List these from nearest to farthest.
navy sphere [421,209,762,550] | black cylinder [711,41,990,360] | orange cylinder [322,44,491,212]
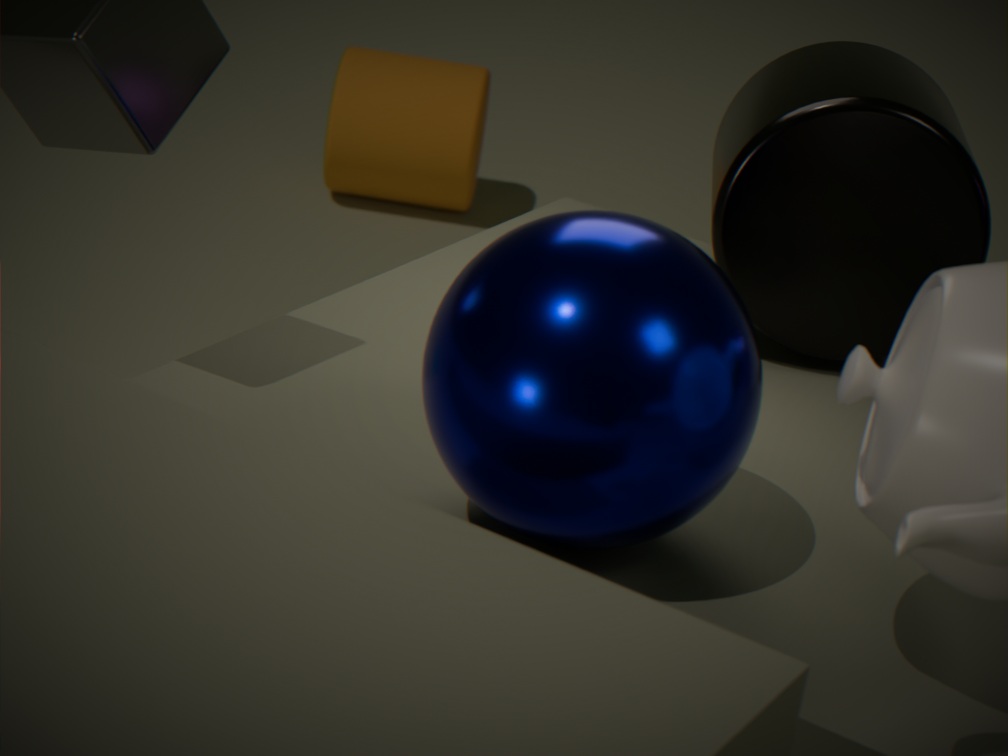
navy sphere [421,209,762,550]
black cylinder [711,41,990,360]
orange cylinder [322,44,491,212]
